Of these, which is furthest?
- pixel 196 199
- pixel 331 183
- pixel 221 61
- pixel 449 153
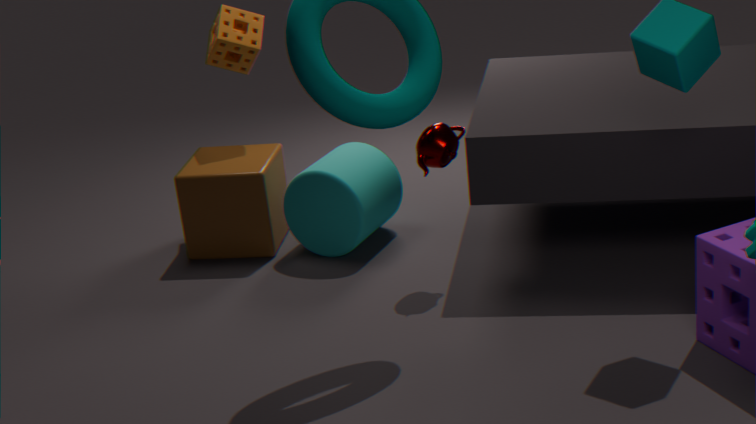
pixel 221 61
